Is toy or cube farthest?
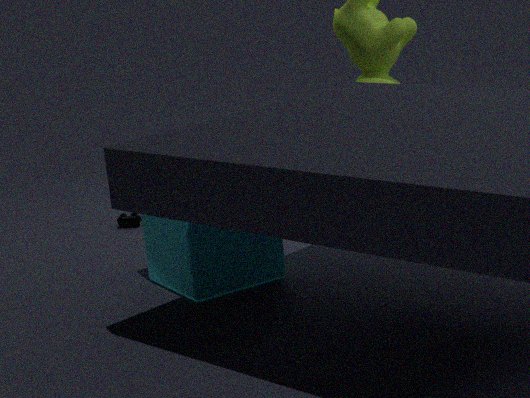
toy
